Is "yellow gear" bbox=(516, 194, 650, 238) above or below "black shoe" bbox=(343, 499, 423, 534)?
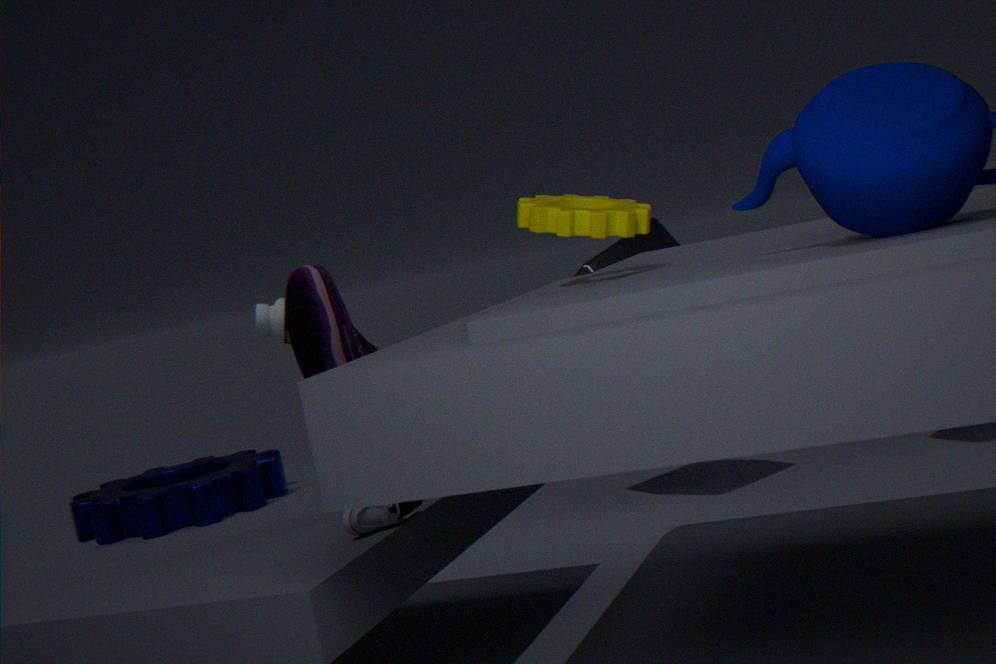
above
